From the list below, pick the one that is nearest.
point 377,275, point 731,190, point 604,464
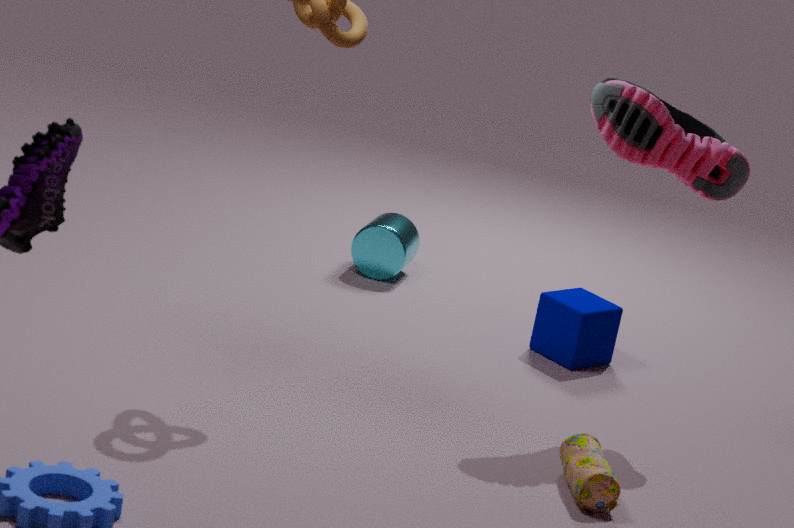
point 604,464
